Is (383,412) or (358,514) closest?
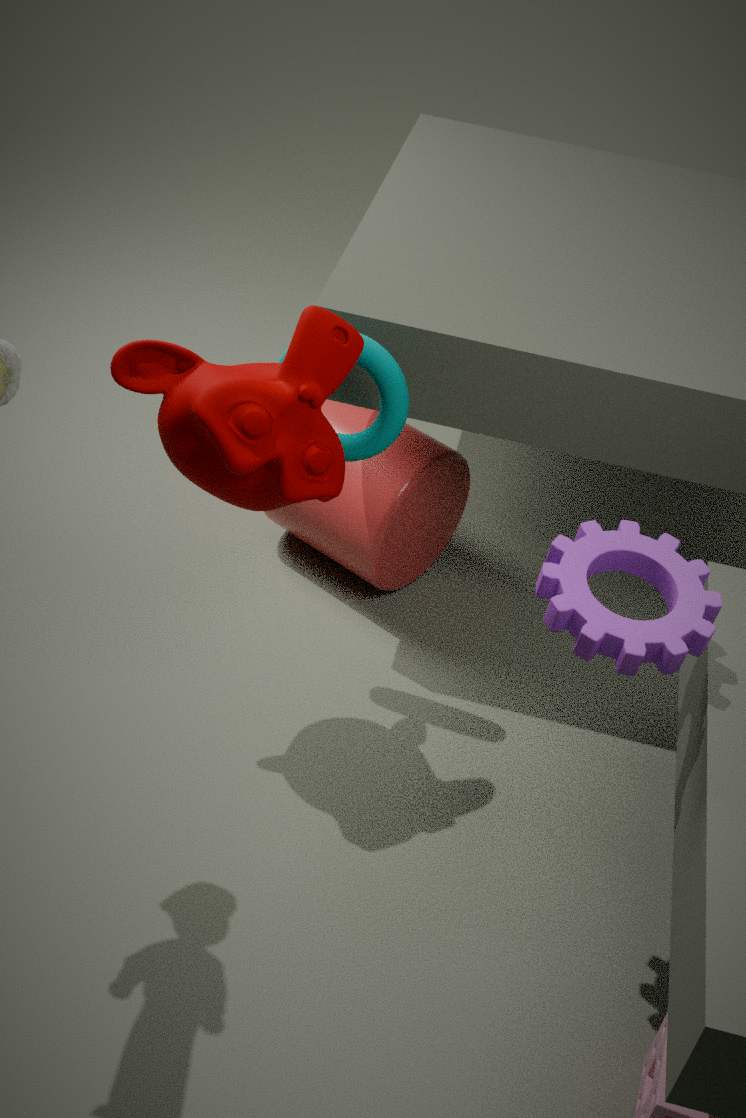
(383,412)
